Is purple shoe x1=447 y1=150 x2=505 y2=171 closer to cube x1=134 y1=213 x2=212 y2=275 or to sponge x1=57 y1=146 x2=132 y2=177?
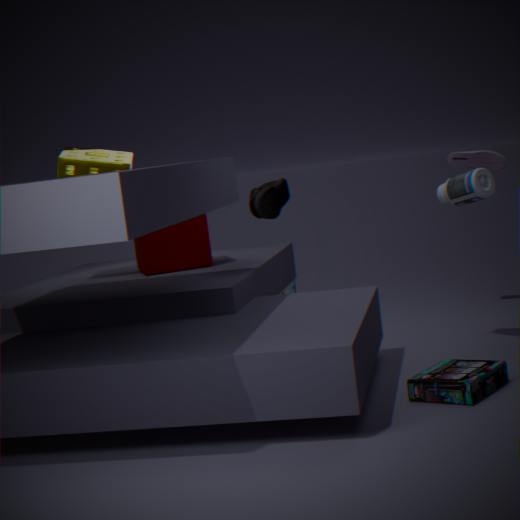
cube x1=134 y1=213 x2=212 y2=275
